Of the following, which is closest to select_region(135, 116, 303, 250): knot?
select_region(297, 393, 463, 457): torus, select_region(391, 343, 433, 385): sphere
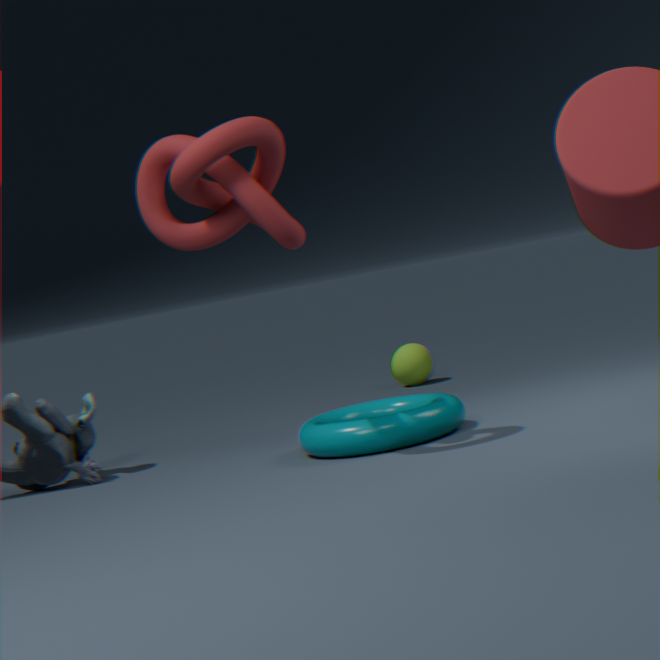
select_region(297, 393, 463, 457): torus
